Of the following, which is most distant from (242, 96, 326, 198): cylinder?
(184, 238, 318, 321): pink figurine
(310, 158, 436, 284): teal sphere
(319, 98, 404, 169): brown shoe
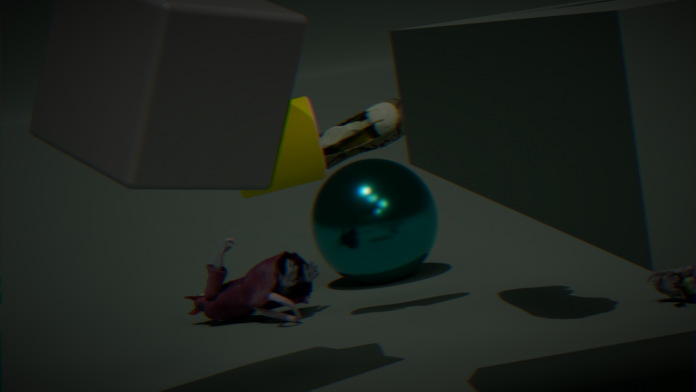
(310, 158, 436, 284): teal sphere
